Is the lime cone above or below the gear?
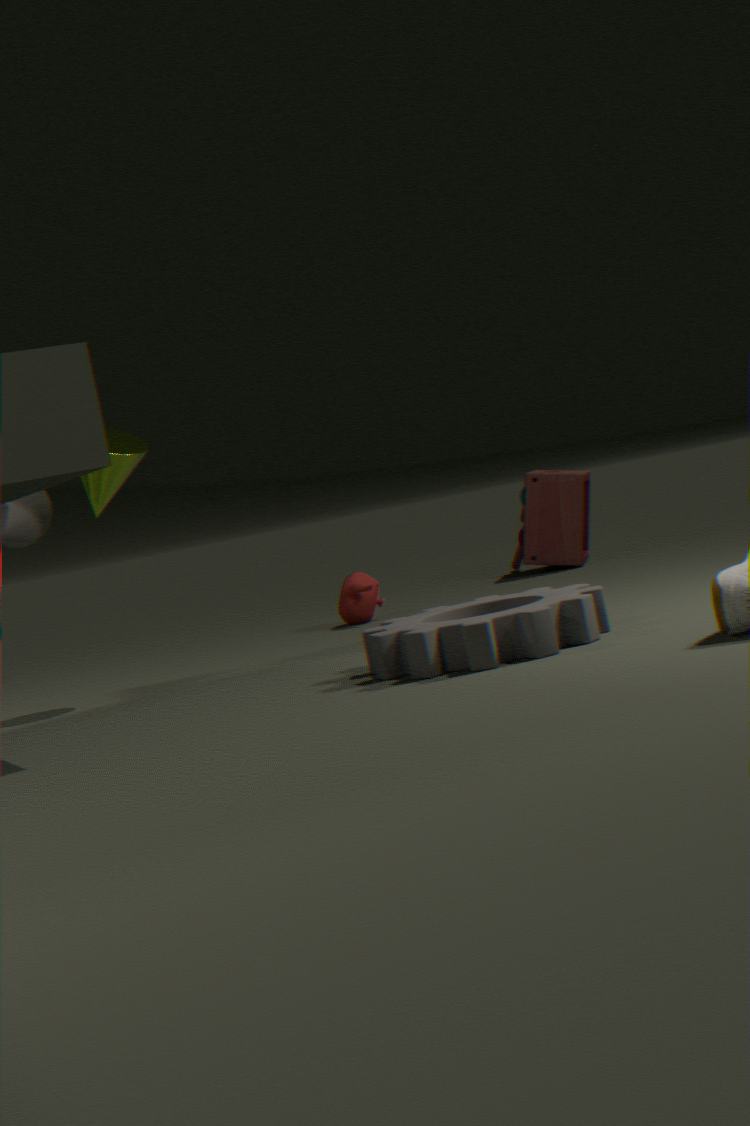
above
